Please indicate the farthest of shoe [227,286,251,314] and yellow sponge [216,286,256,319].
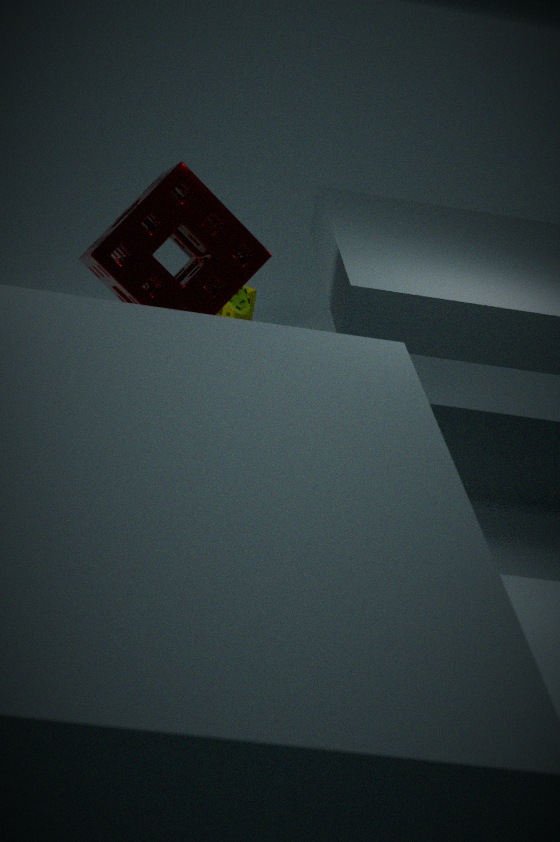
yellow sponge [216,286,256,319]
